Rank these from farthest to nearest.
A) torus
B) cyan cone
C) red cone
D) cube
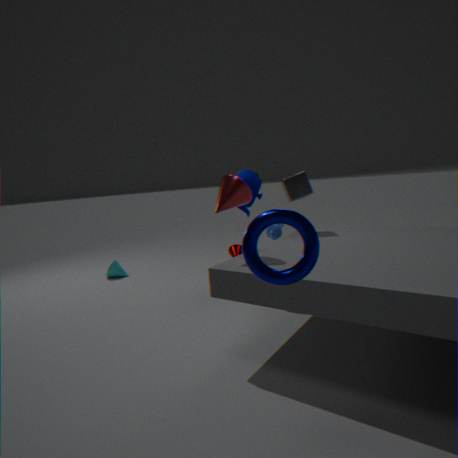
cyan cone < cube < red cone < torus
